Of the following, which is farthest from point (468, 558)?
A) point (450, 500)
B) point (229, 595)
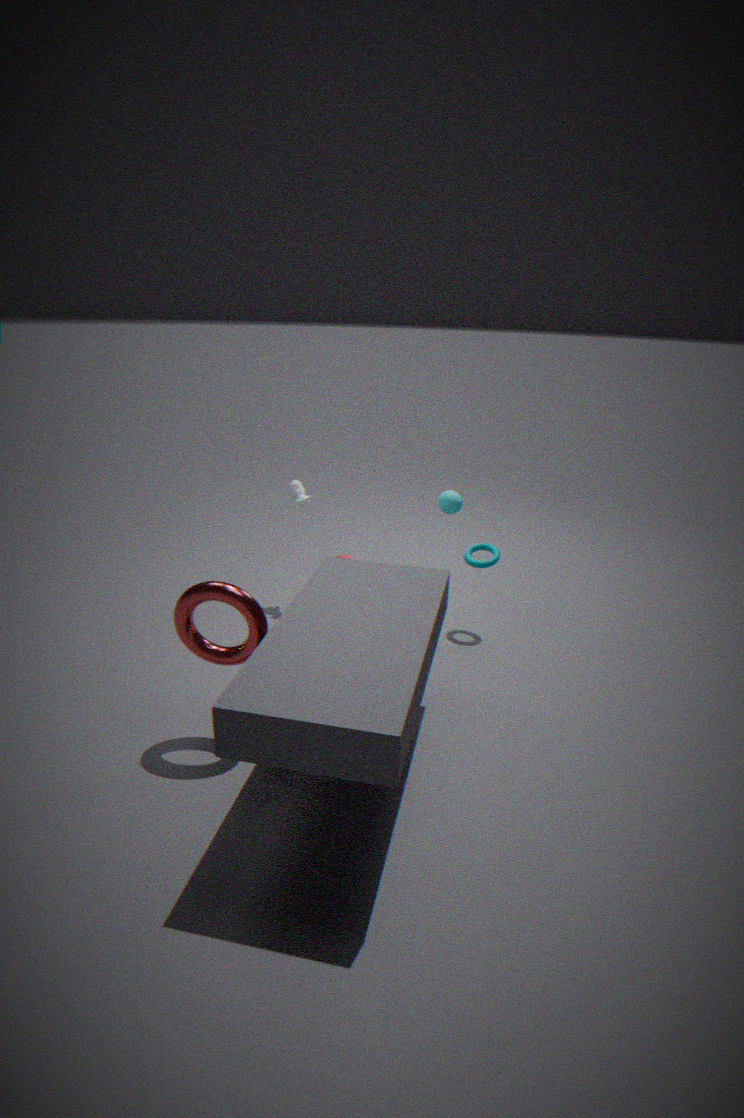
point (229, 595)
